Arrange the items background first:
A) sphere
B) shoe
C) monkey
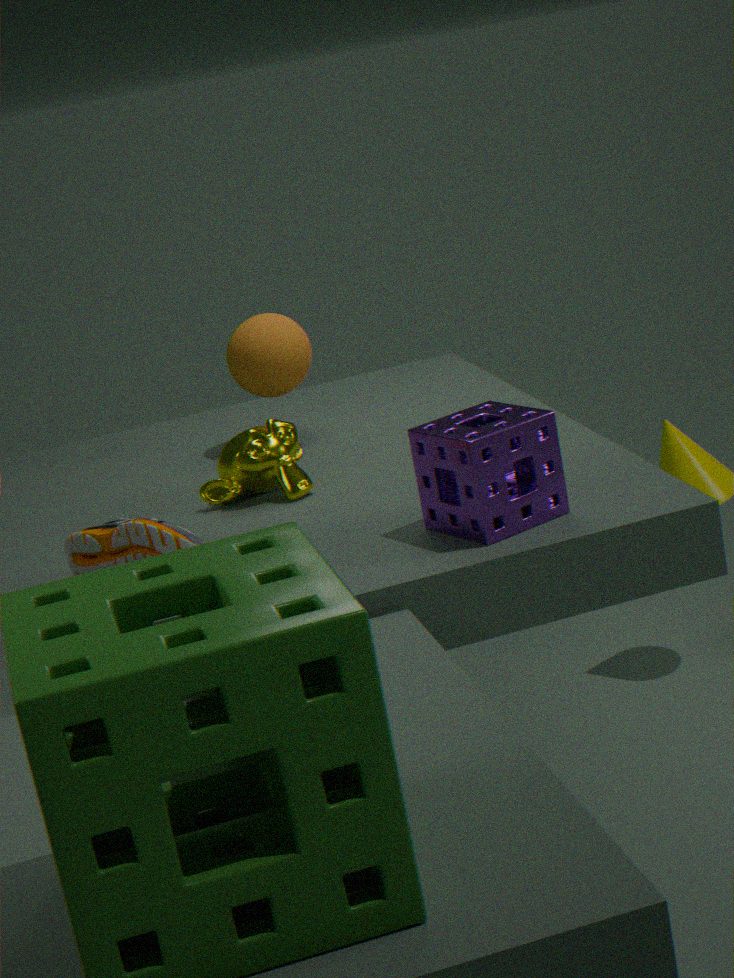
1. sphere
2. monkey
3. shoe
